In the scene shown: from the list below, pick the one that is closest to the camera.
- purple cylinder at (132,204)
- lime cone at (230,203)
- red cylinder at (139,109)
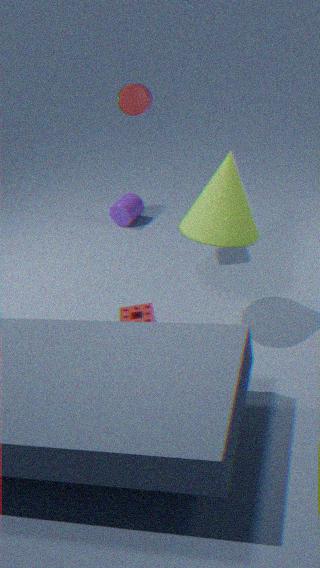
lime cone at (230,203)
